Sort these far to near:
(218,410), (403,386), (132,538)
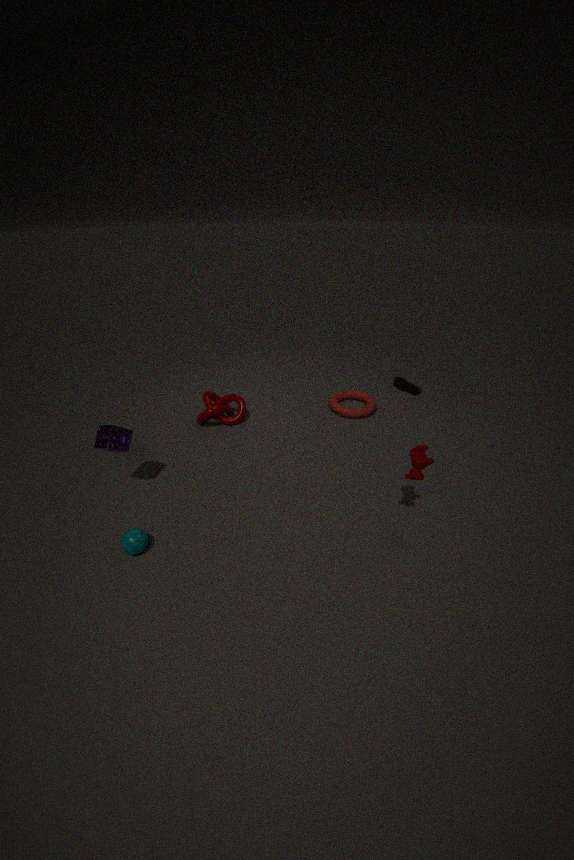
(403,386), (218,410), (132,538)
